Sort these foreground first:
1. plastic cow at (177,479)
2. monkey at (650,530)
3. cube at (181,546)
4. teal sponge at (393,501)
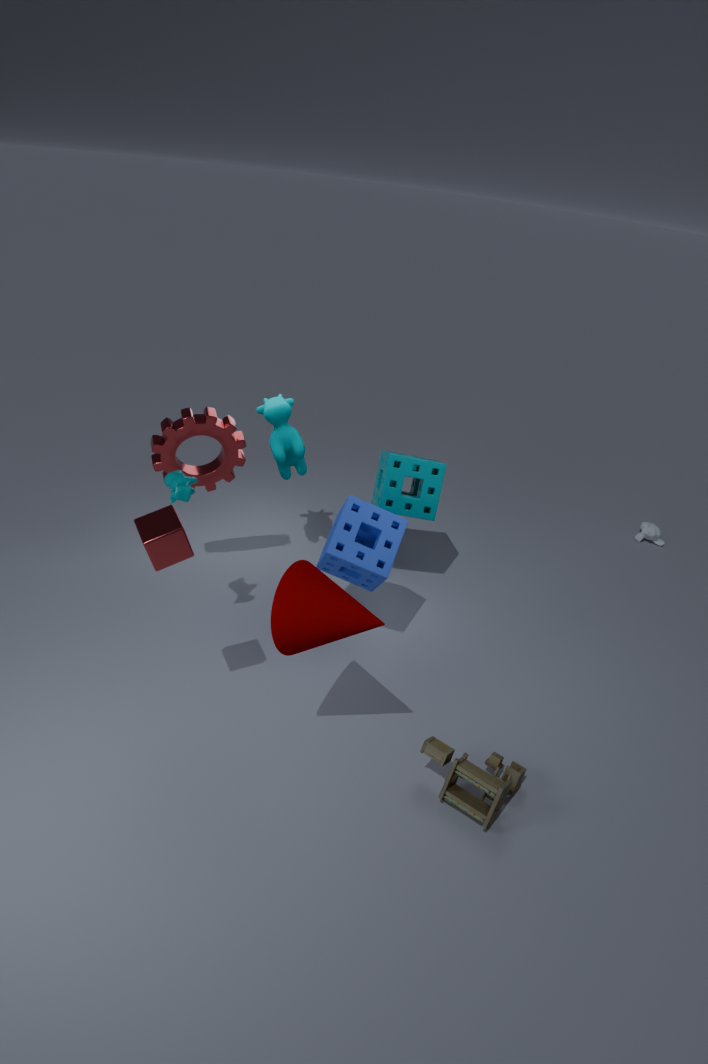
cube at (181,546), plastic cow at (177,479), teal sponge at (393,501), monkey at (650,530)
